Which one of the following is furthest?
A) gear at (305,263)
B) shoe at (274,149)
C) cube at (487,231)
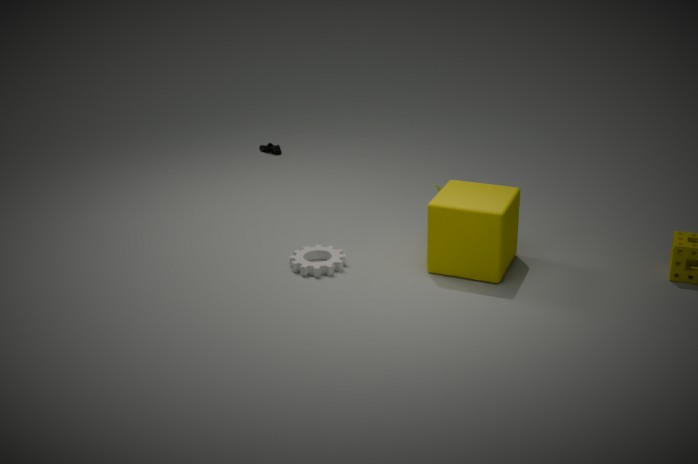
shoe at (274,149)
